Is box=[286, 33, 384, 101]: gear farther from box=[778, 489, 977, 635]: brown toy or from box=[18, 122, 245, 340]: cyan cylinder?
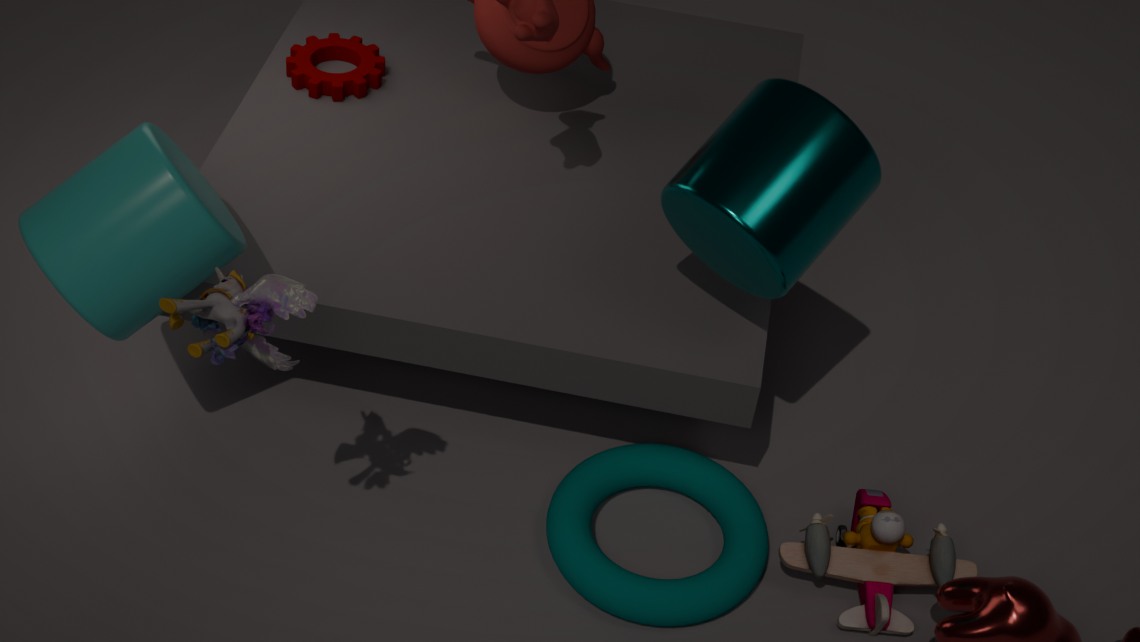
box=[778, 489, 977, 635]: brown toy
